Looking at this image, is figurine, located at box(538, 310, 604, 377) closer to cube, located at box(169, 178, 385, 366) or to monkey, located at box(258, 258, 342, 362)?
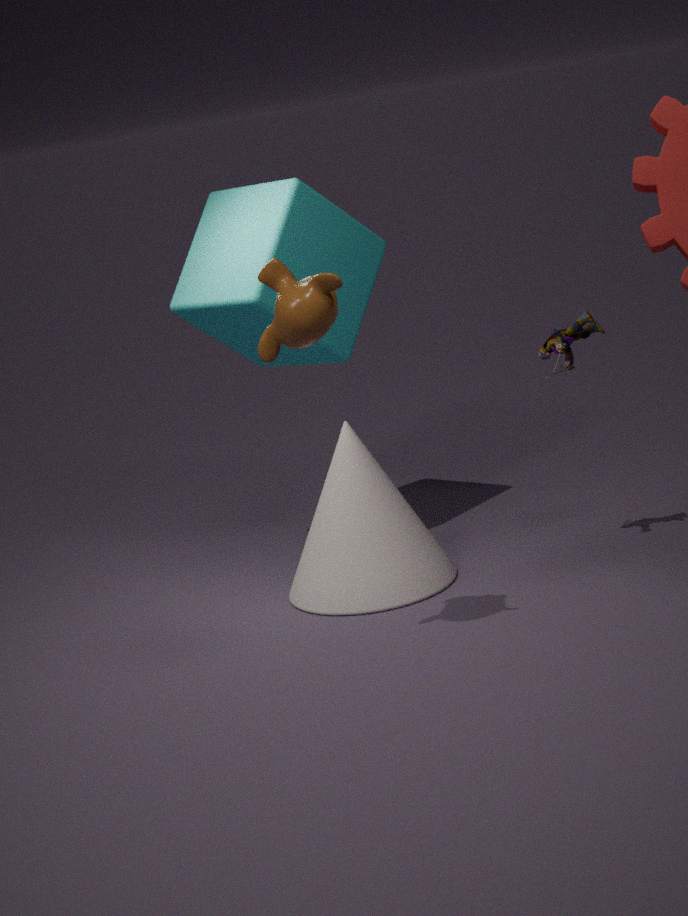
cube, located at box(169, 178, 385, 366)
